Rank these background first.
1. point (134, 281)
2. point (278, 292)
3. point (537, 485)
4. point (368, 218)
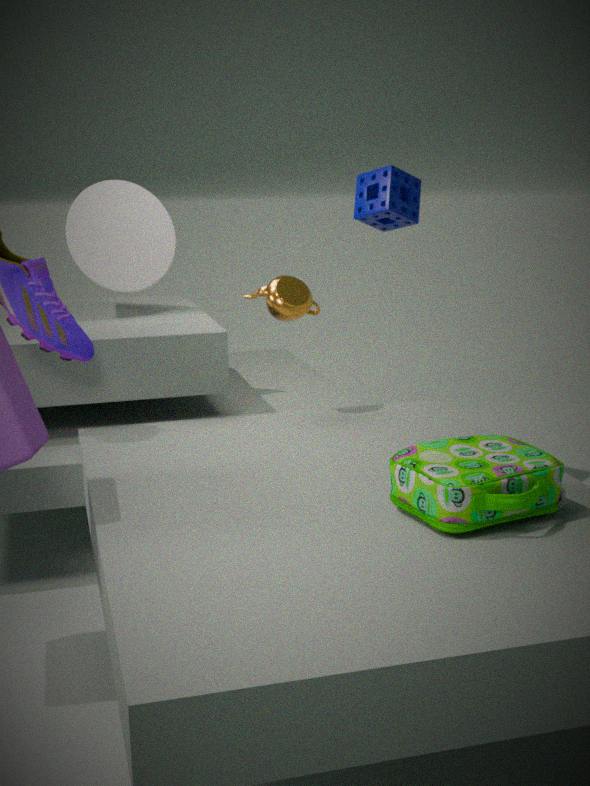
point (368, 218) < point (134, 281) < point (278, 292) < point (537, 485)
